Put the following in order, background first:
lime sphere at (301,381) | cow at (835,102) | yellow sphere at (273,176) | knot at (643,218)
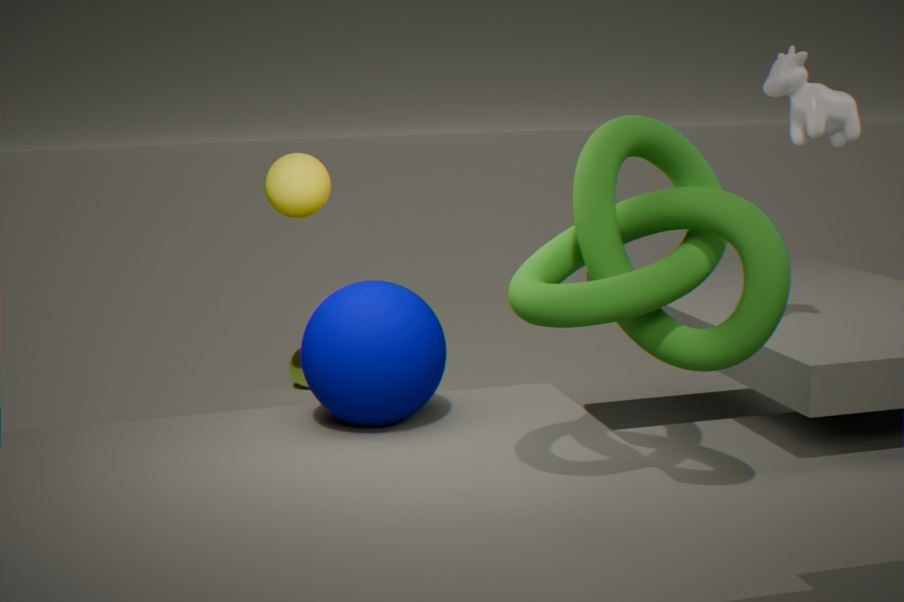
lime sphere at (301,381)
yellow sphere at (273,176)
cow at (835,102)
knot at (643,218)
